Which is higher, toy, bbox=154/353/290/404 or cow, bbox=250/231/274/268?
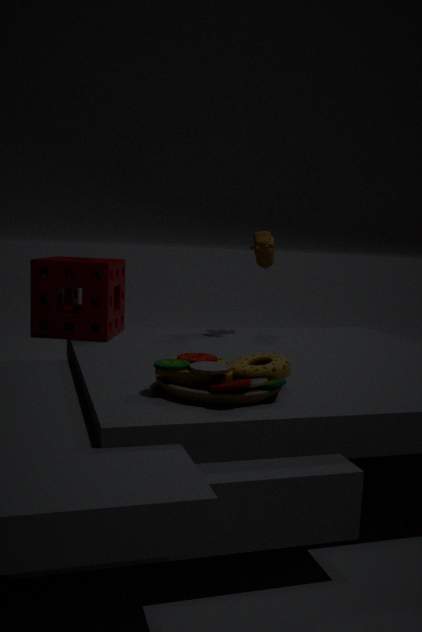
cow, bbox=250/231/274/268
